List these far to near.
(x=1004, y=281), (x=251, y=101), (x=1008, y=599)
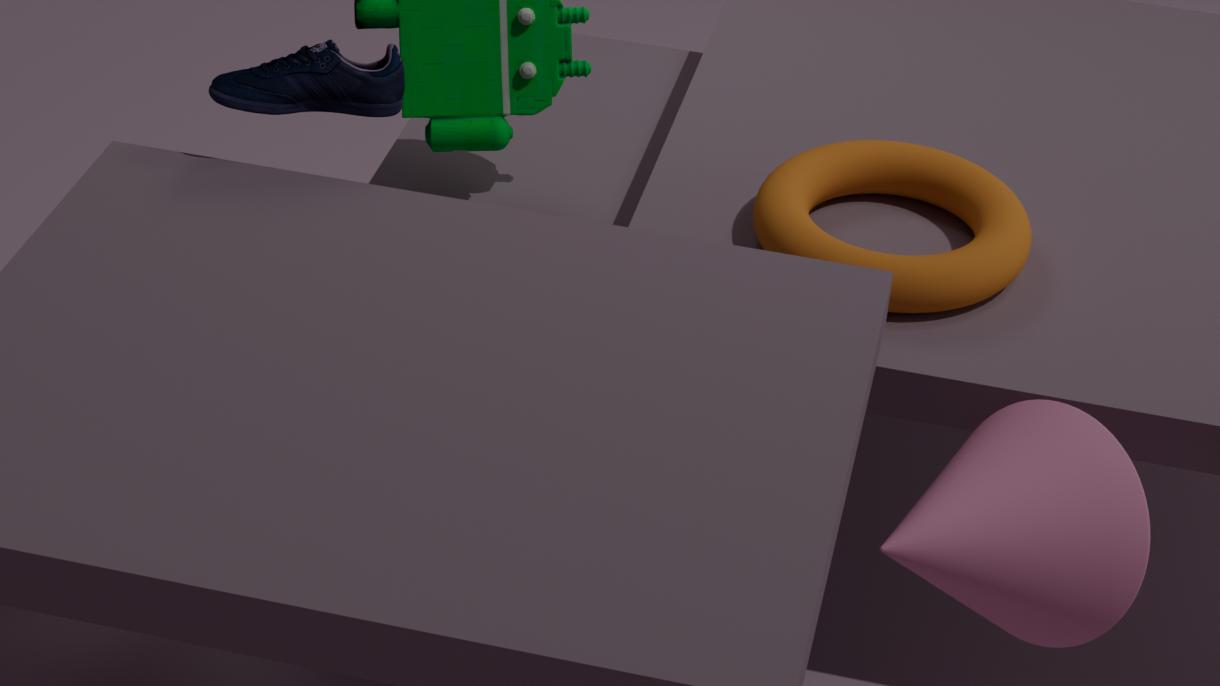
(x=1004, y=281), (x=251, y=101), (x=1008, y=599)
